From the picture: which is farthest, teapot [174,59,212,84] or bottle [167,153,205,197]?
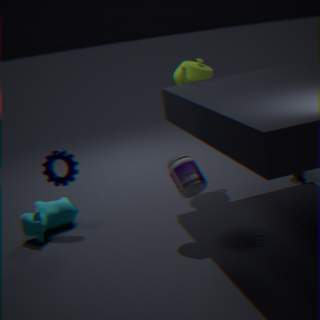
teapot [174,59,212,84]
